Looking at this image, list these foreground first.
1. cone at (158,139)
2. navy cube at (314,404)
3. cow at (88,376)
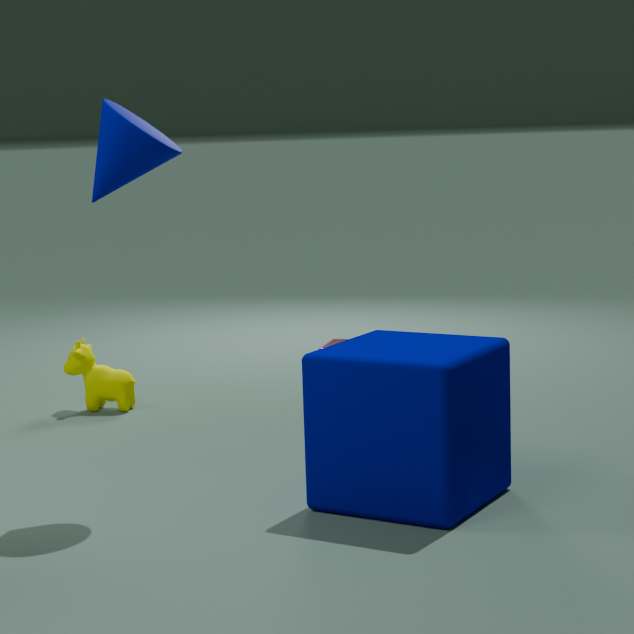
navy cube at (314,404), cone at (158,139), cow at (88,376)
